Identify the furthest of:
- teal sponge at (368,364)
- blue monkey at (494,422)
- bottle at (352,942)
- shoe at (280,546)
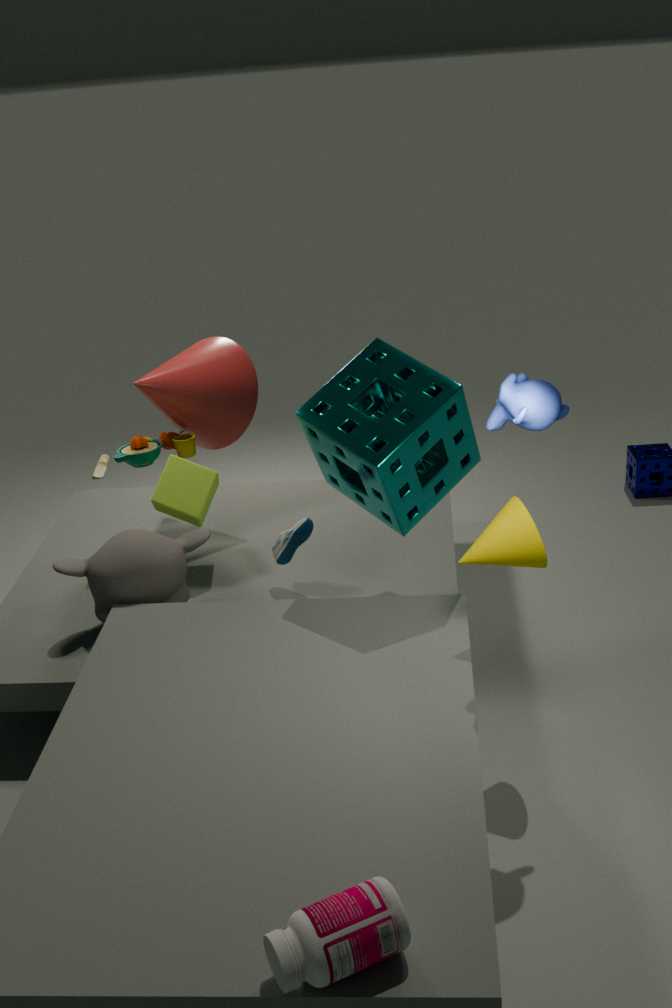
shoe at (280,546)
